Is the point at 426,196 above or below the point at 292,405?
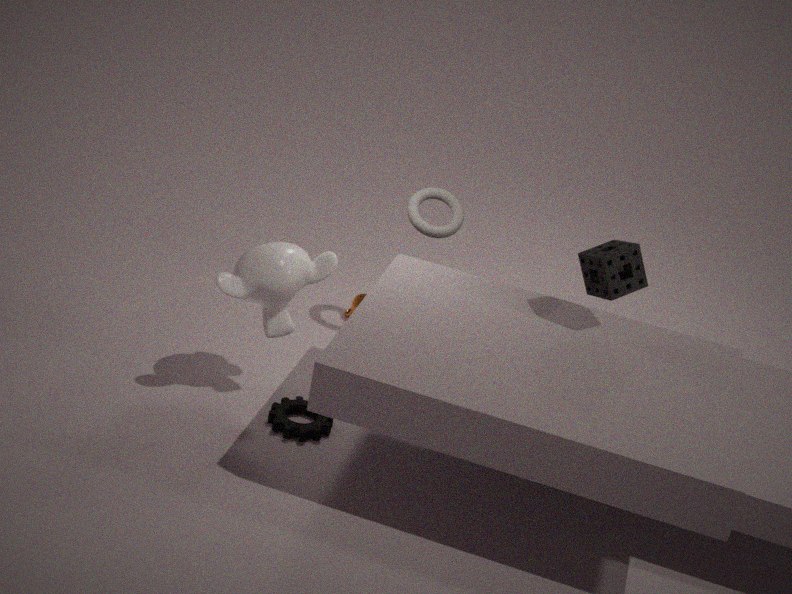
above
